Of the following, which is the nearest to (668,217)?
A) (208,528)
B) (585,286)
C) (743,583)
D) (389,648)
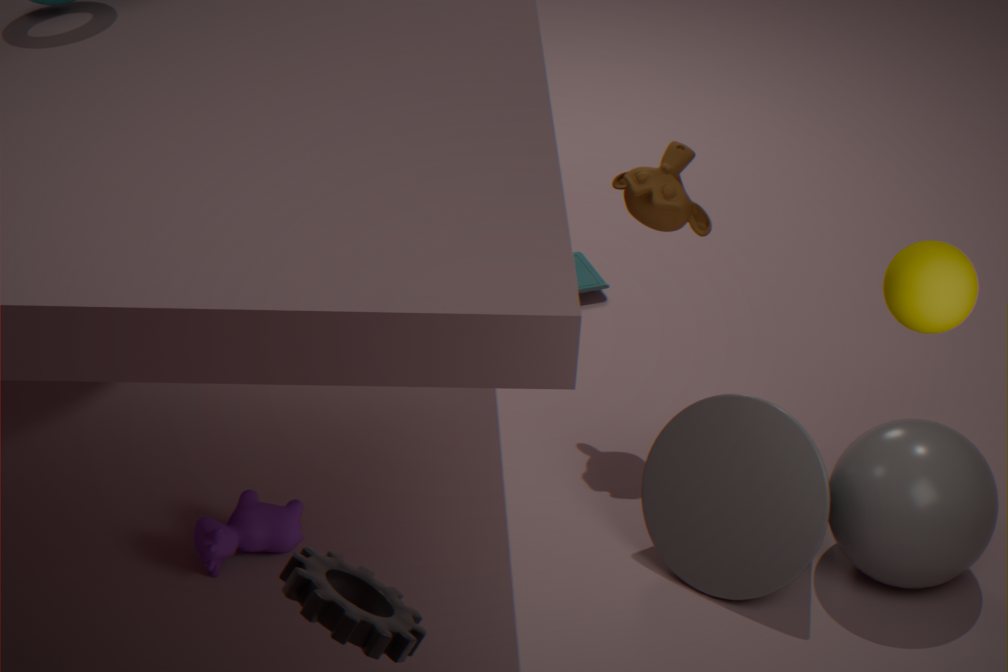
(743,583)
